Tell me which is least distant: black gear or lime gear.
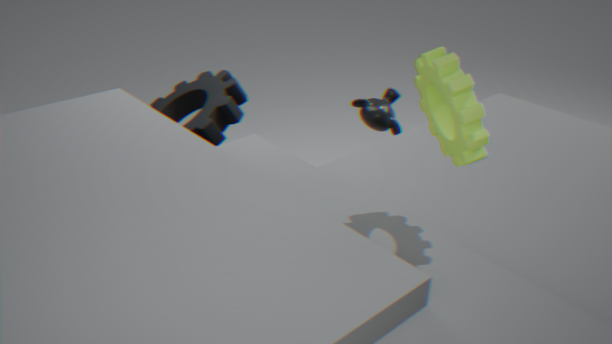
lime gear
